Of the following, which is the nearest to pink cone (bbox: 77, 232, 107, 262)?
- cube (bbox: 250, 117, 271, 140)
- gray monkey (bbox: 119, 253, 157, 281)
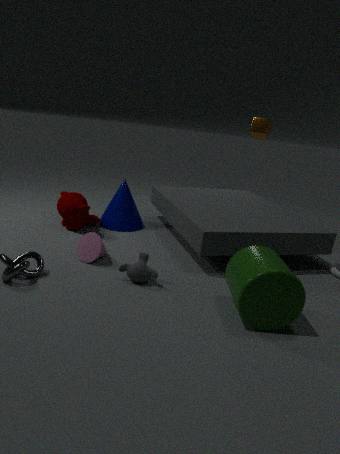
gray monkey (bbox: 119, 253, 157, 281)
